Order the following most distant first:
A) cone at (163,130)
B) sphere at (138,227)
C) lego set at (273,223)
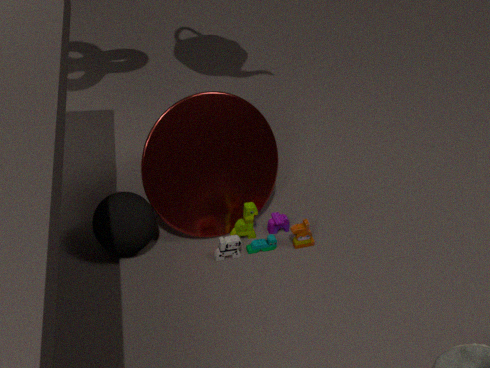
lego set at (273,223) → cone at (163,130) → sphere at (138,227)
